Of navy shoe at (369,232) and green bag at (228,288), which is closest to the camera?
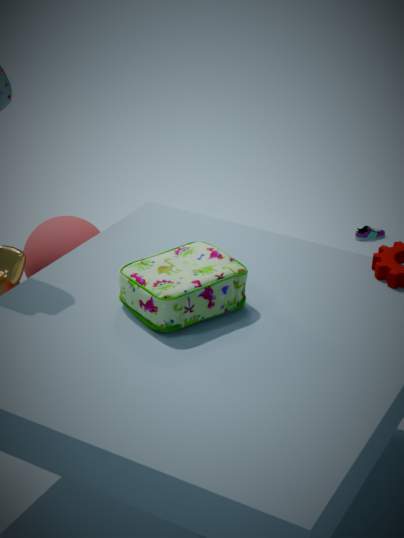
green bag at (228,288)
